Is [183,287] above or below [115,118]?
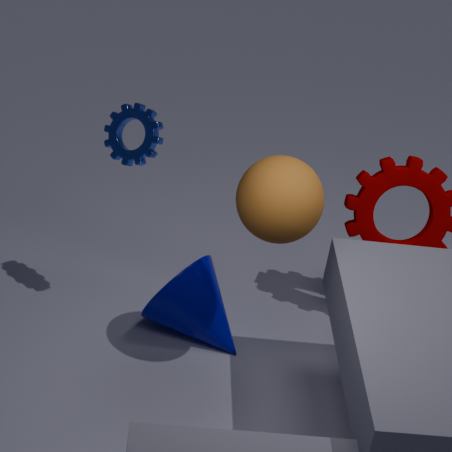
below
